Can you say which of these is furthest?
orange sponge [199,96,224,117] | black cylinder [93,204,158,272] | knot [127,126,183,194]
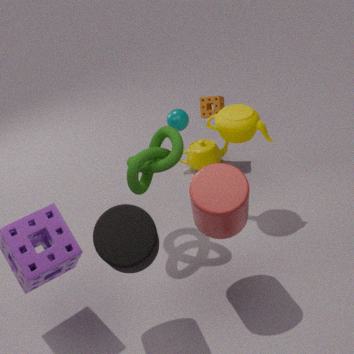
orange sponge [199,96,224,117]
